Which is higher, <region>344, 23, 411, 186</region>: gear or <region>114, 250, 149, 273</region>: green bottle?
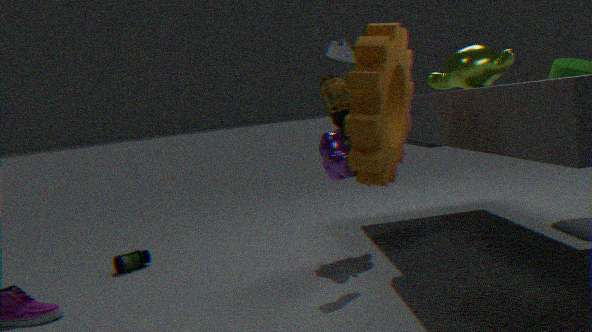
<region>344, 23, 411, 186</region>: gear
